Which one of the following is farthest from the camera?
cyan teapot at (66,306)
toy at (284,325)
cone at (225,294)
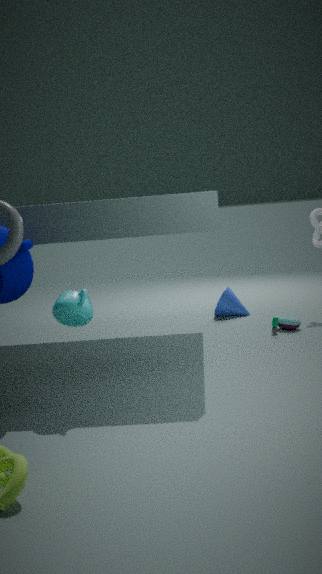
cone at (225,294)
